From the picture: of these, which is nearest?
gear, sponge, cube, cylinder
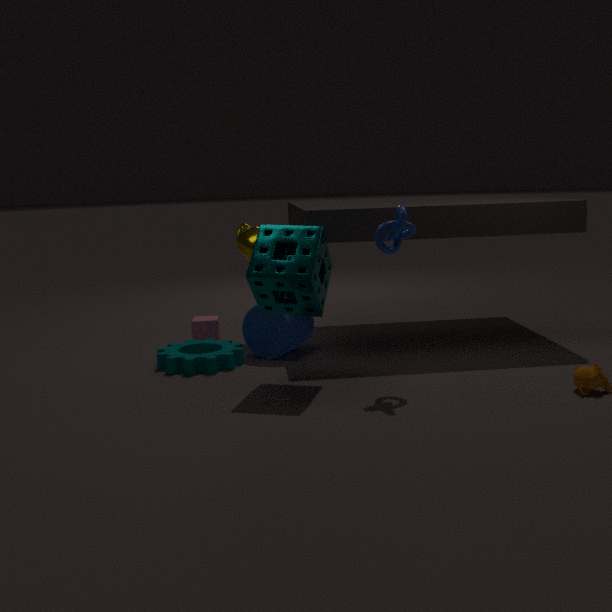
sponge
